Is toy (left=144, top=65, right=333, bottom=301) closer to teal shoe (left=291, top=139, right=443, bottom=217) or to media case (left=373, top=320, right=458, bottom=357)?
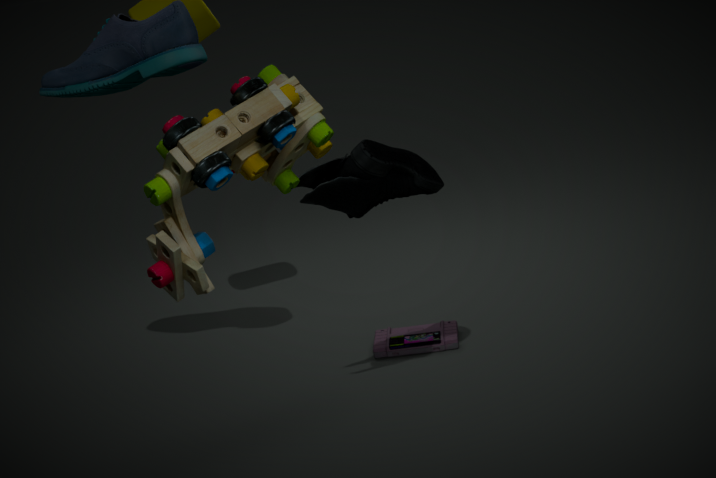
teal shoe (left=291, top=139, right=443, bottom=217)
